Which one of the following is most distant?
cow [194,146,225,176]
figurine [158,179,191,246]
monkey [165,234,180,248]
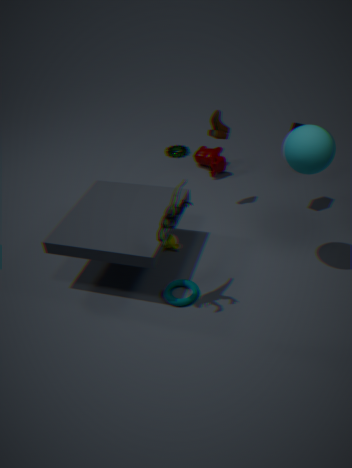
cow [194,146,225,176]
